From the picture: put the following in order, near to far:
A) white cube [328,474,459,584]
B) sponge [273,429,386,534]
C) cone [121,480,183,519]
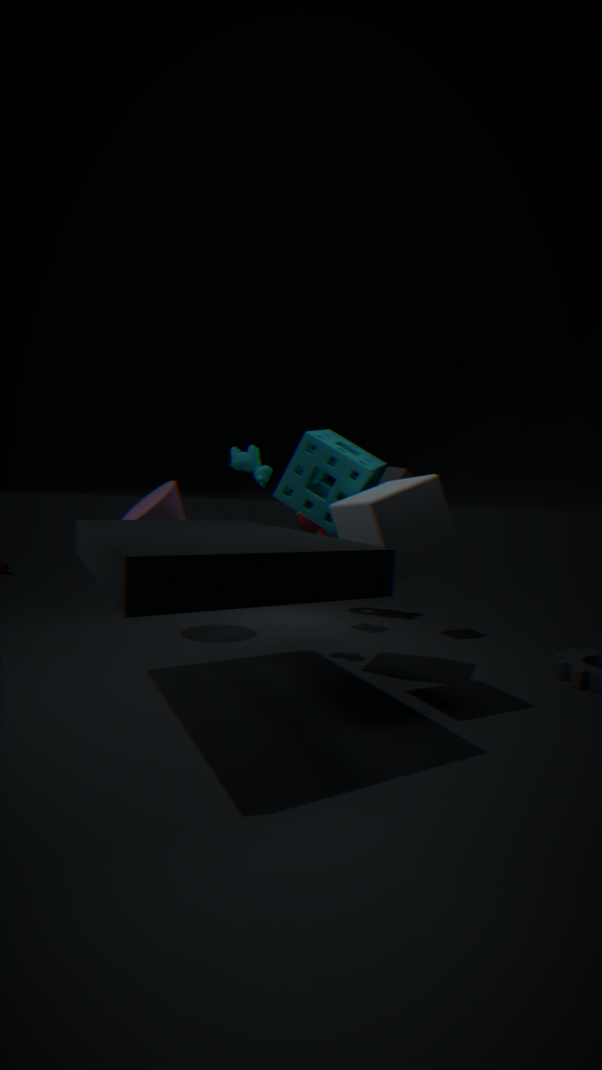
white cube [328,474,459,584]
sponge [273,429,386,534]
cone [121,480,183,519]
